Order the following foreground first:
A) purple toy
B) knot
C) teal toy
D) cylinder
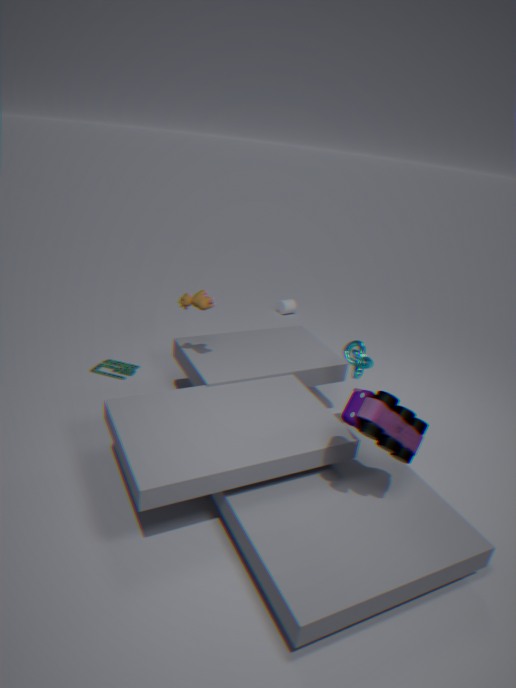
purple toy
knot
teal toy
cylinder
